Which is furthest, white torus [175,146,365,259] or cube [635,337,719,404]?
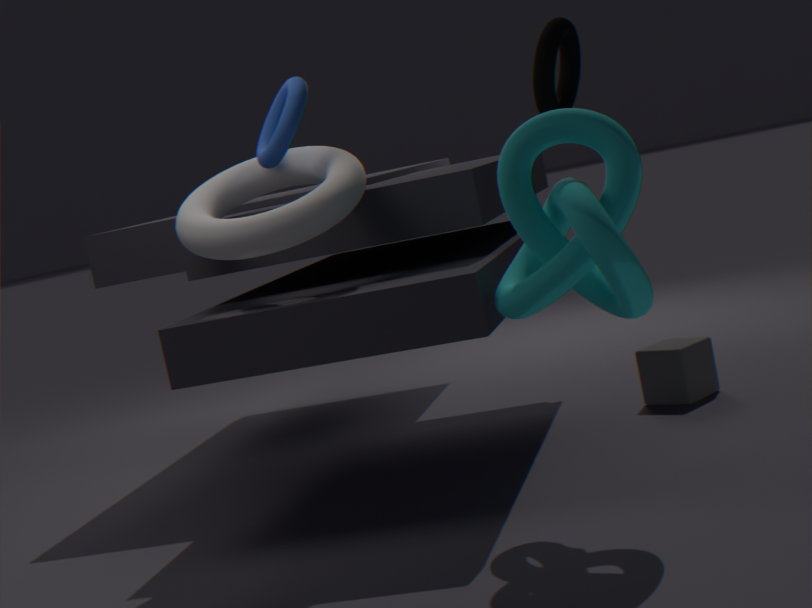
cube [635,337,719,404]
